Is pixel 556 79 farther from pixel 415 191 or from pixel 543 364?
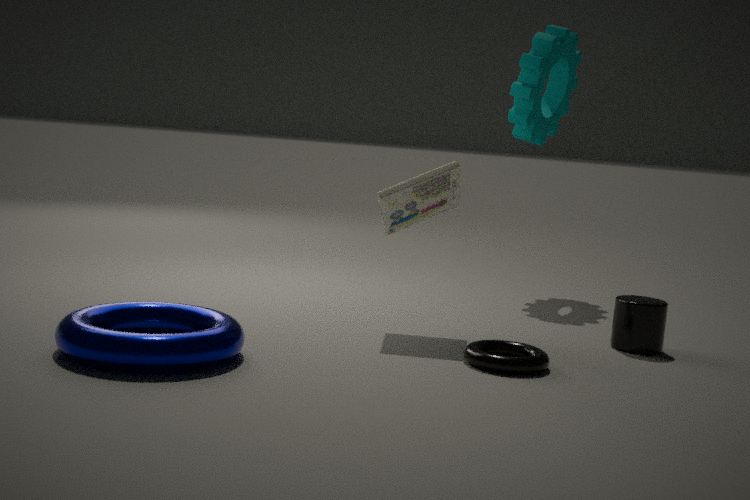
pixel 543 364
